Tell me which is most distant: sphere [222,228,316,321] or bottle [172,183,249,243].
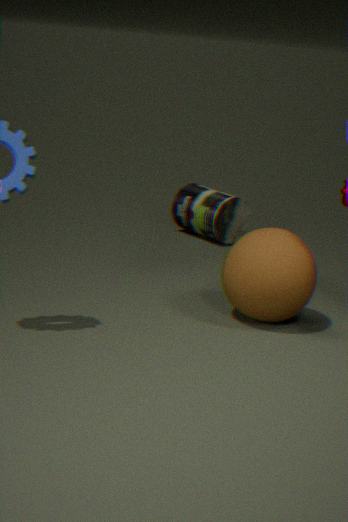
bottle [172,183,249,243]
